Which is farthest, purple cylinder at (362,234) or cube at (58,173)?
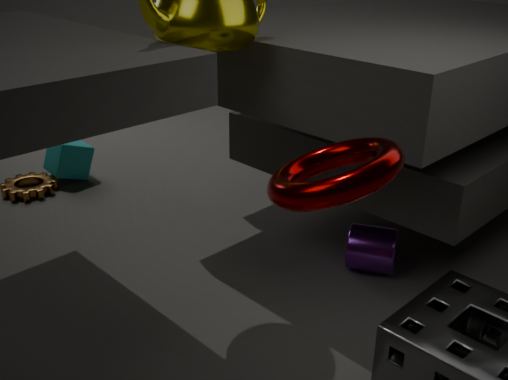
cube at (58,173)
